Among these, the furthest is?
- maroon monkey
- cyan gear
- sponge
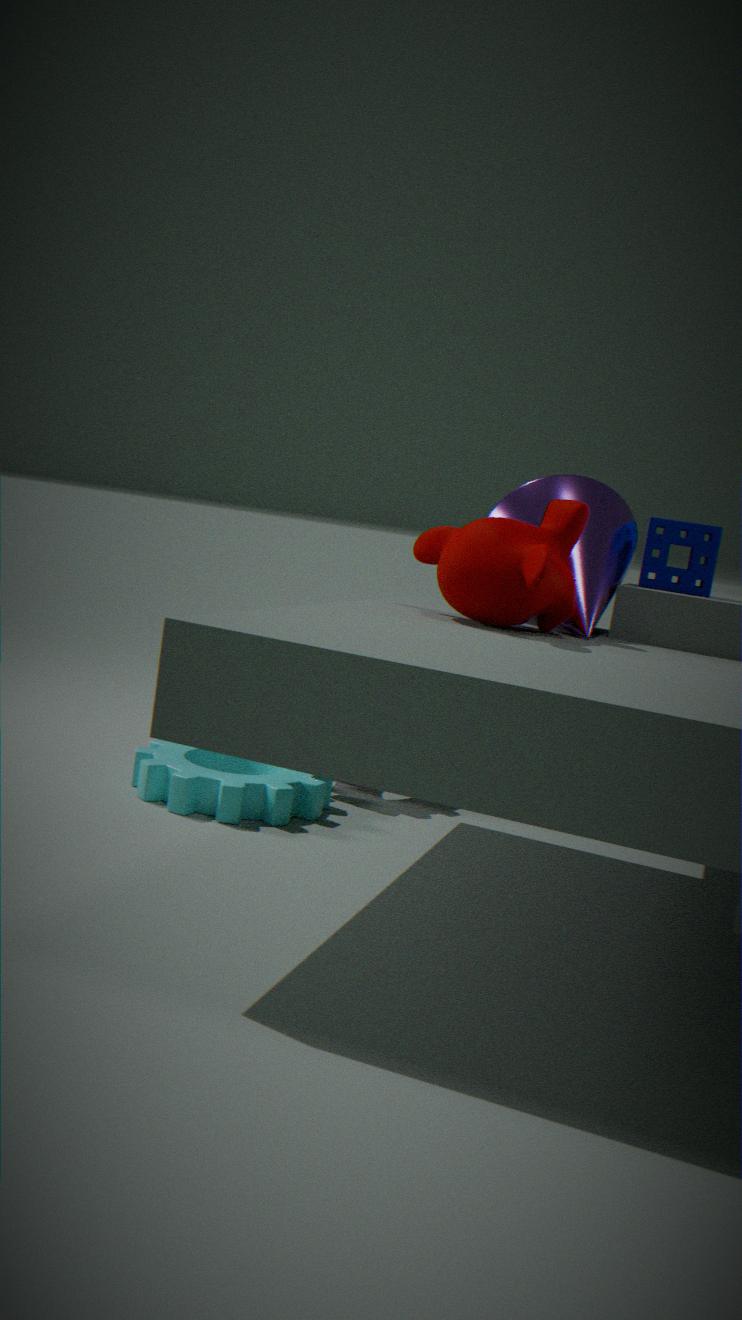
cyan gear
